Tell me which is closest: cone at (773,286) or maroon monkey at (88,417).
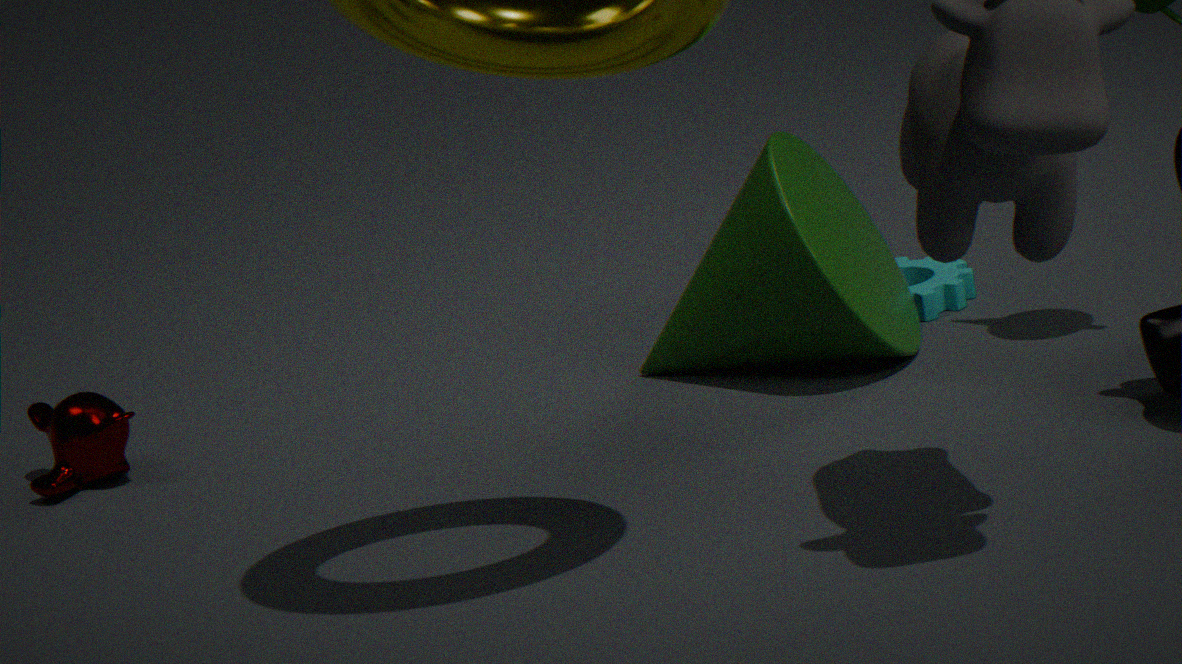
cone at (773,286)
